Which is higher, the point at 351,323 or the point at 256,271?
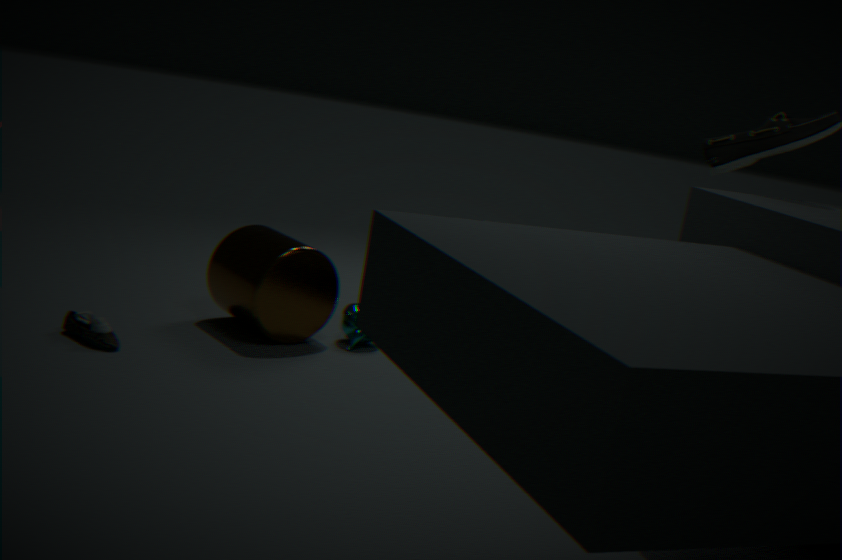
the point at 256,271
